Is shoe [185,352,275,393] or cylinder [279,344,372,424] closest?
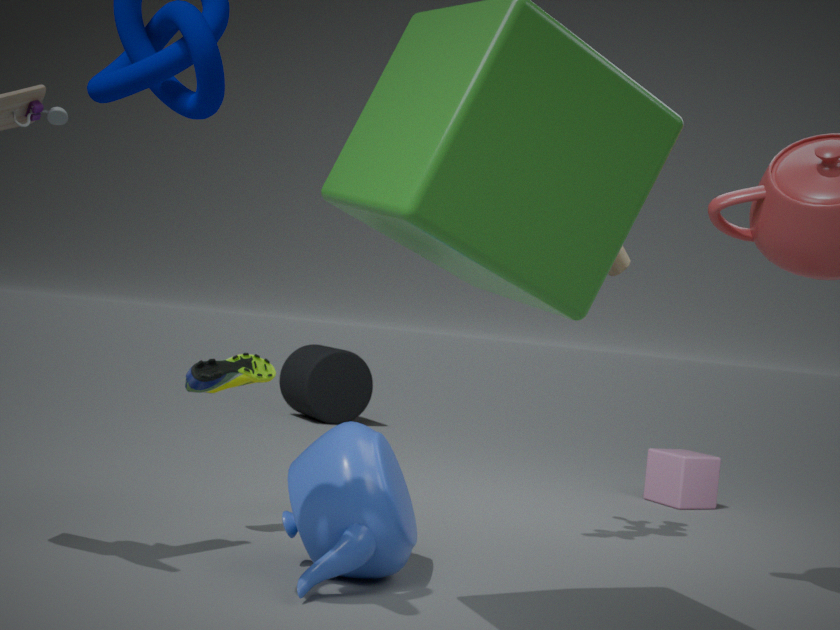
shoe [185,352,275,393]
